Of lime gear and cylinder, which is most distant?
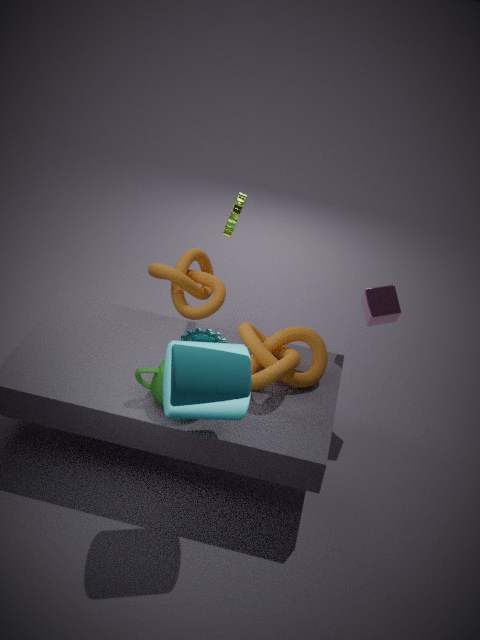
lime gear
